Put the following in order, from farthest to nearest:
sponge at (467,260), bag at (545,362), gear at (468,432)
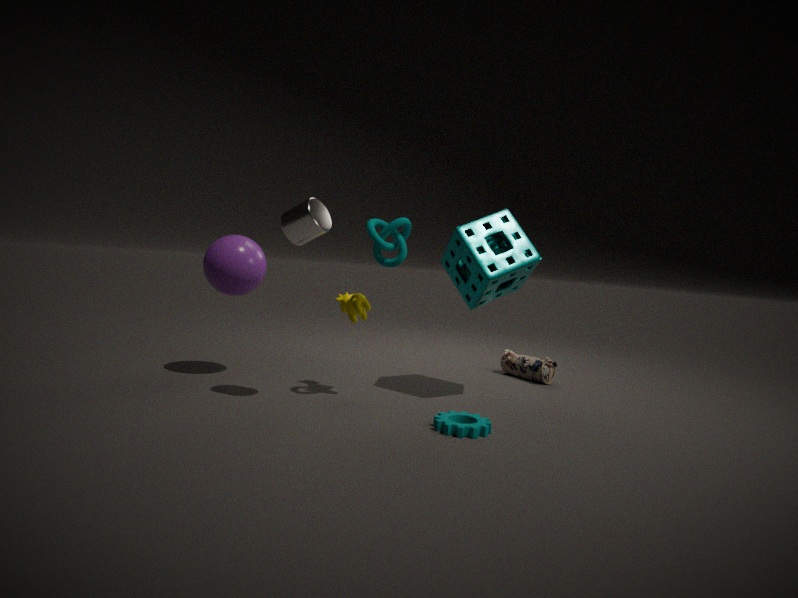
bag at (545,362) < sponge at (467,260) < gear at (468,432)
